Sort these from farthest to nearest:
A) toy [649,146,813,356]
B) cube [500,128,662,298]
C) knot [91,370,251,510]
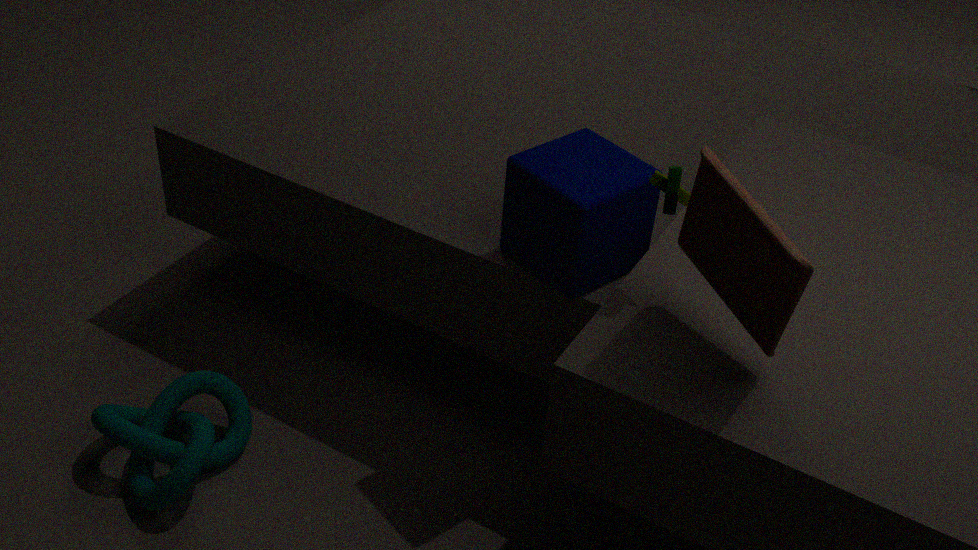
knot [91,370,251,510] → cube [500,128,662,298] → toy [649,146,813,356]
